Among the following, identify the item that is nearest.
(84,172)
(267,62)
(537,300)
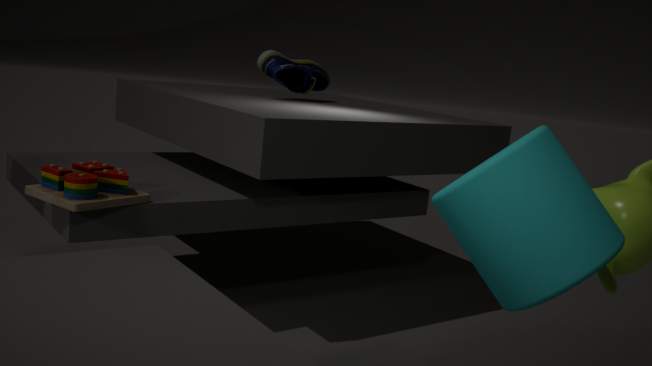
(537,300)
